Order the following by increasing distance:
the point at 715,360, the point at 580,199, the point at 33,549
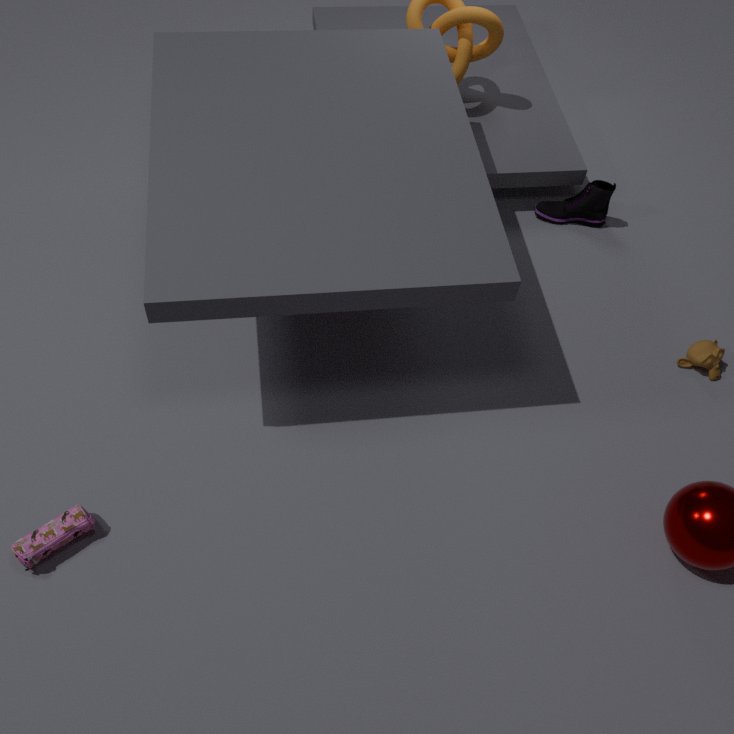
the point at 33,549
the point at 715,360
the point at 580,199
